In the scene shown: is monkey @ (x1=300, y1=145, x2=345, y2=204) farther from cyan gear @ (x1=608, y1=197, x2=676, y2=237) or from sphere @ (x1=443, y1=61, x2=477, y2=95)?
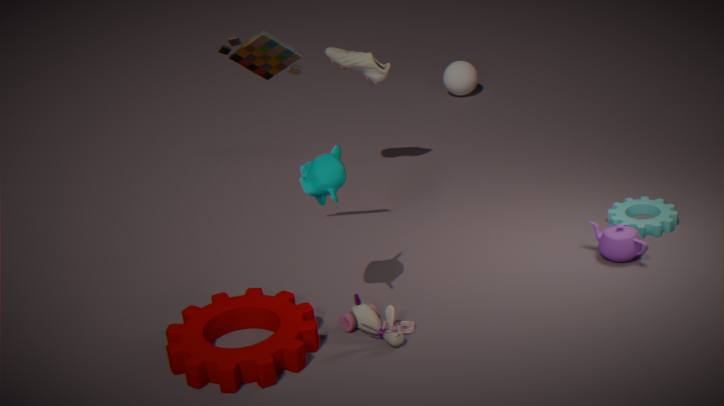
sphere @ (x1=443, y1=61, x2=477, y2=95)
